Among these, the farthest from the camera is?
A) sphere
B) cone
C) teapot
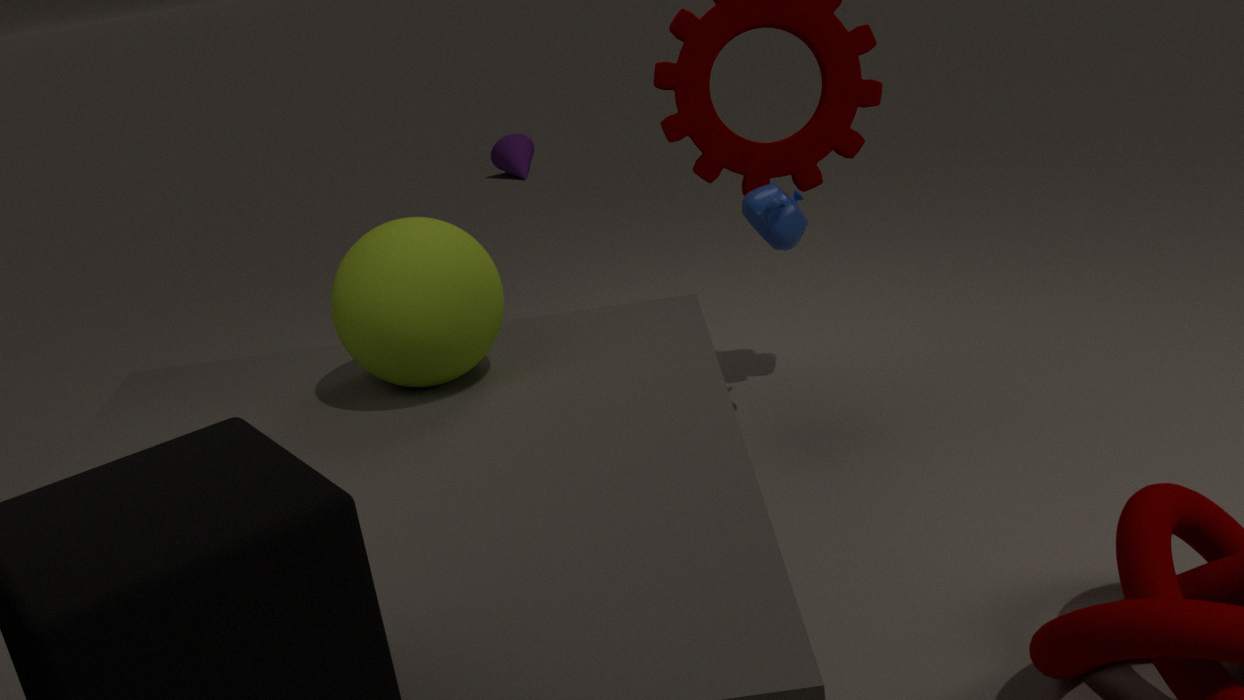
cone
